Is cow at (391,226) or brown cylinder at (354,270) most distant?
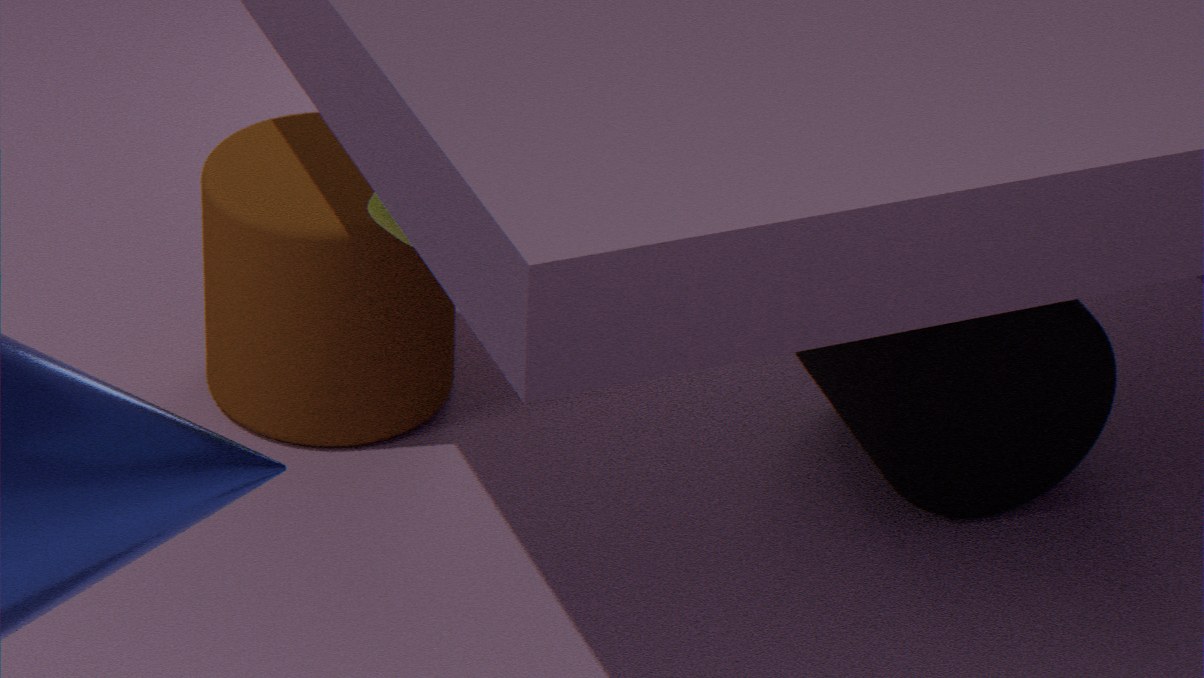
brown cylinder at (354,270)
